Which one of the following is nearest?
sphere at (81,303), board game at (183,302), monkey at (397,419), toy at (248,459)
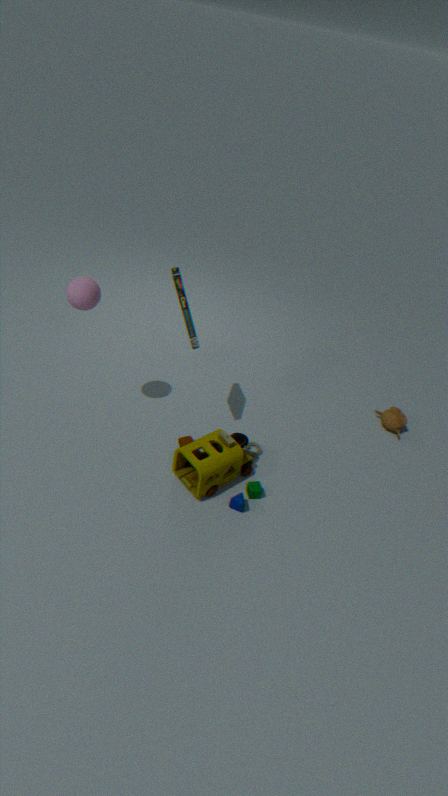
board game at (183,302)
